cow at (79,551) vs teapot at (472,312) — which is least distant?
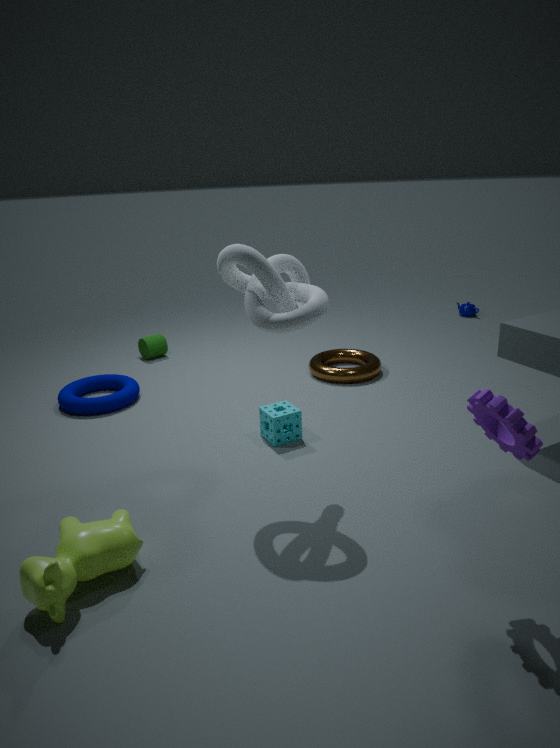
cow at (79,551)
